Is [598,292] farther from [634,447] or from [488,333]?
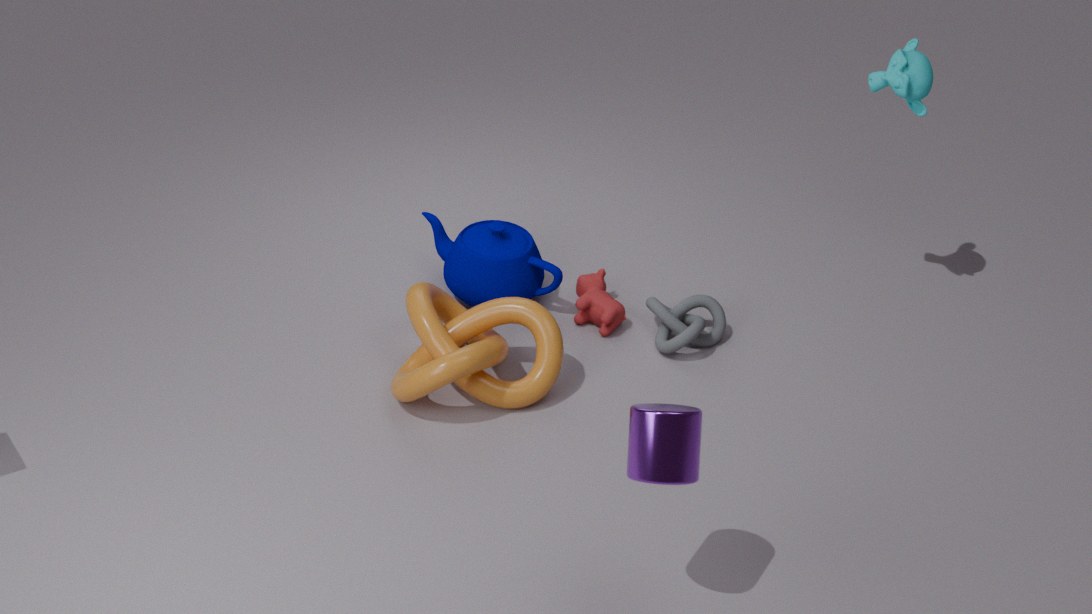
[634,447]
